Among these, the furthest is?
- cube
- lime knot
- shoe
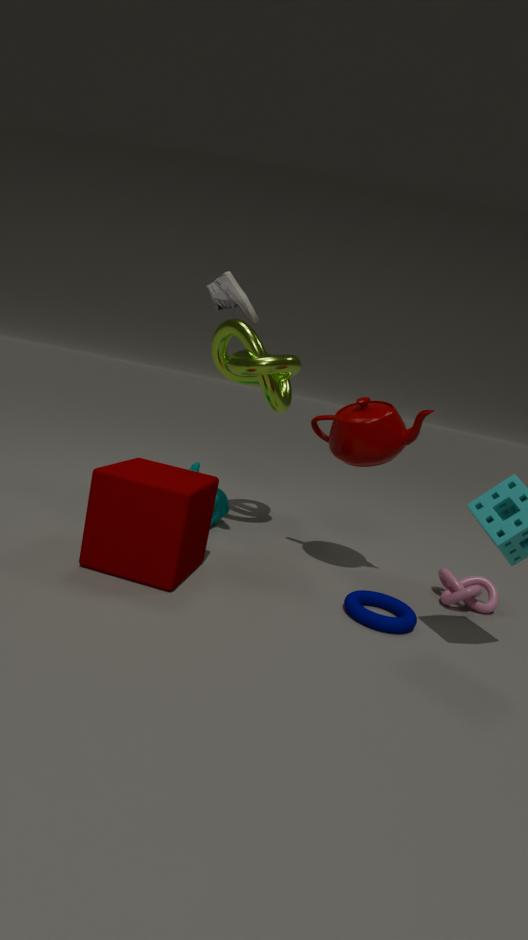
lime knot
